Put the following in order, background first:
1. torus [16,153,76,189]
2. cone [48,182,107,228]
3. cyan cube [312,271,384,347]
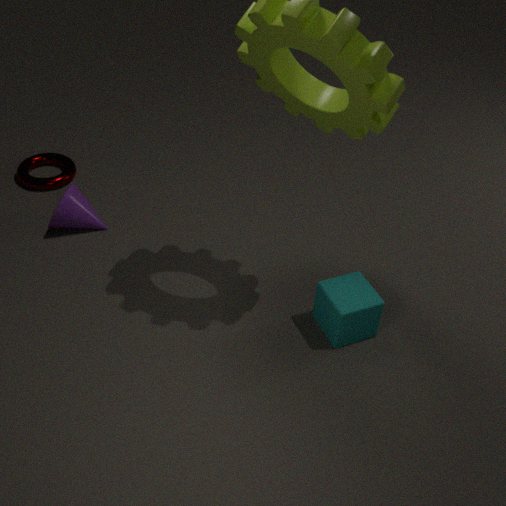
torus [16,153,76,189], cone [48,182,107,228], cyan cube [312,271,384,347]
